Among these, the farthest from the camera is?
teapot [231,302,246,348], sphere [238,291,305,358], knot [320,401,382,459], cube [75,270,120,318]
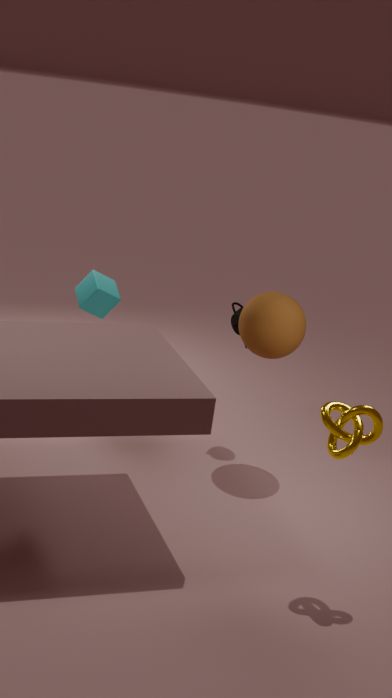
cube [75,270,120,318]
